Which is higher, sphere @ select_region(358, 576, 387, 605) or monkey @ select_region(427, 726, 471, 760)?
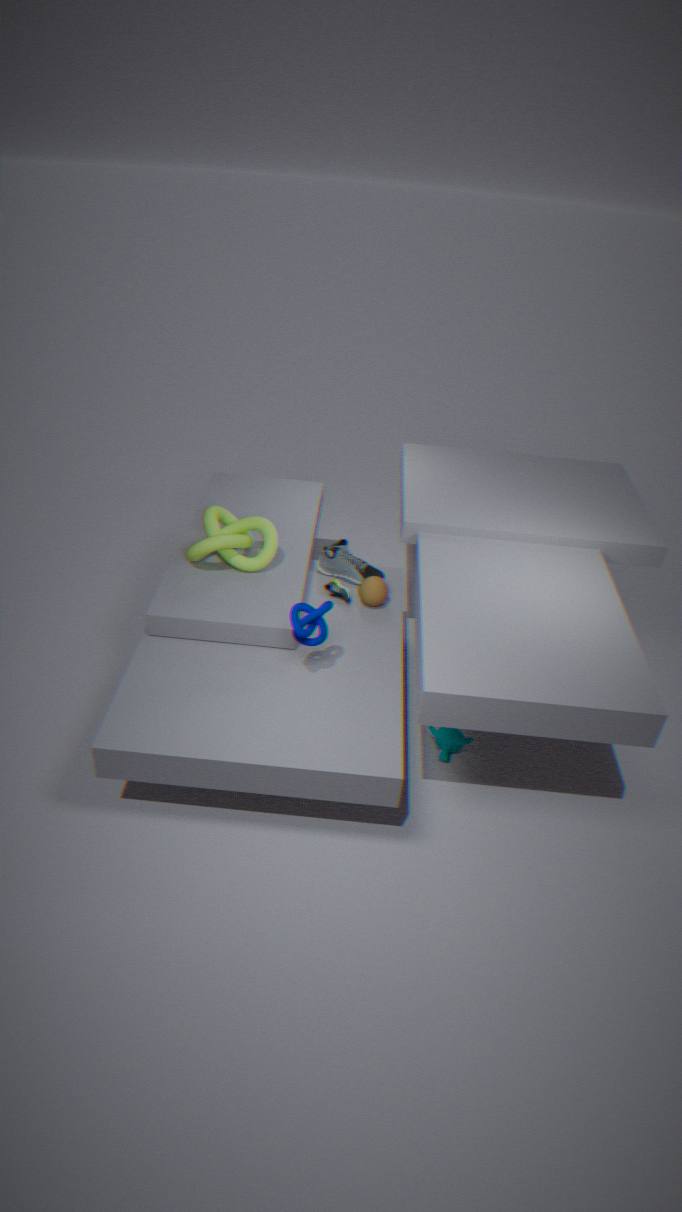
sphere @ select_region(358, 576, 387, 605)
